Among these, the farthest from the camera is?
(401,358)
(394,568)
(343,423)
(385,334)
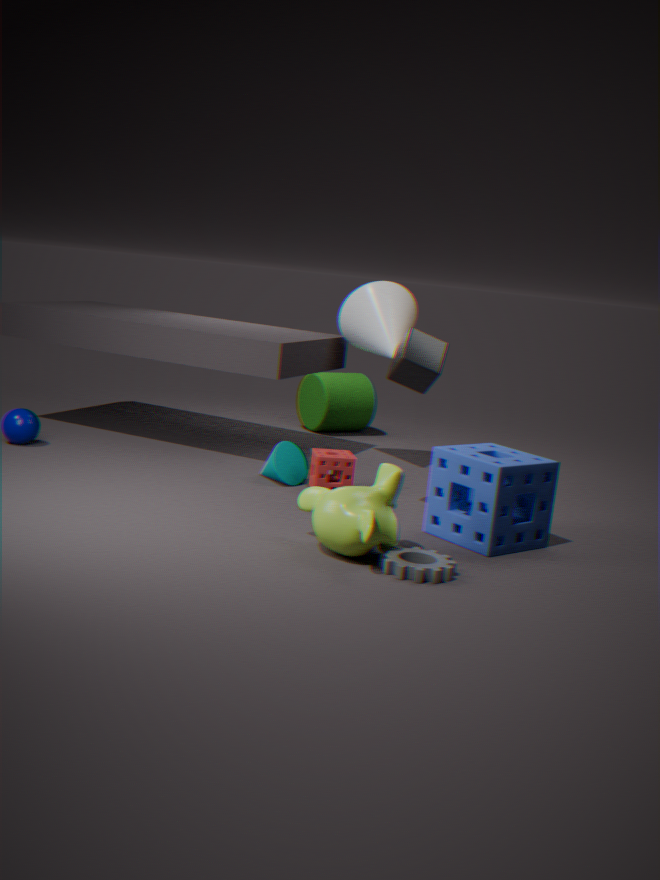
(343,423)
